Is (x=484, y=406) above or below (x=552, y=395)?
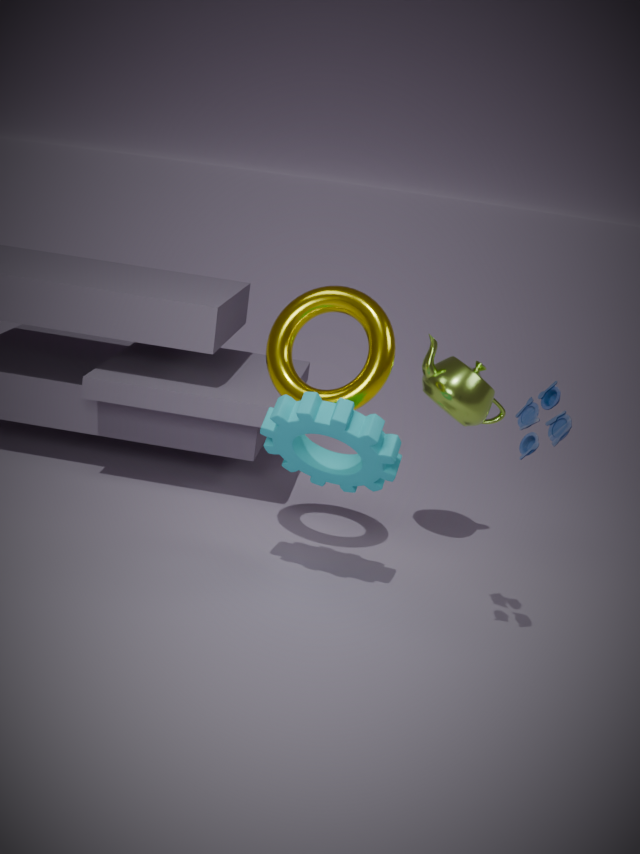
below
